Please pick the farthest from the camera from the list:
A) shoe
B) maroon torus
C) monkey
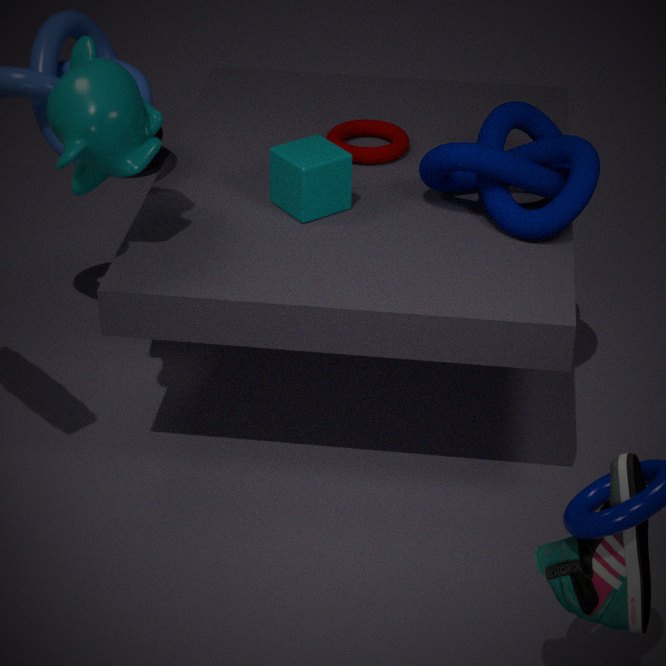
maroon torus
